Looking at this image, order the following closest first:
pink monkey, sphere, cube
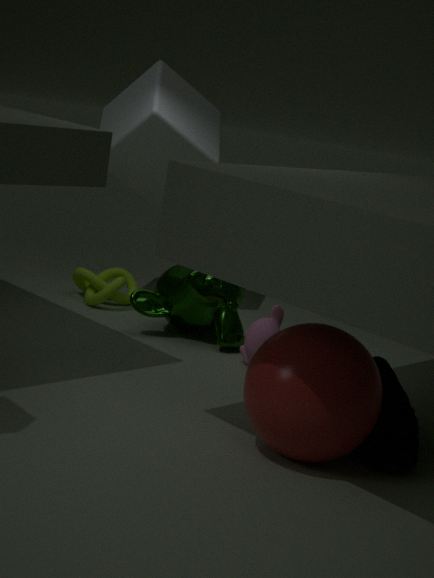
sphere < pink monkey < cube
